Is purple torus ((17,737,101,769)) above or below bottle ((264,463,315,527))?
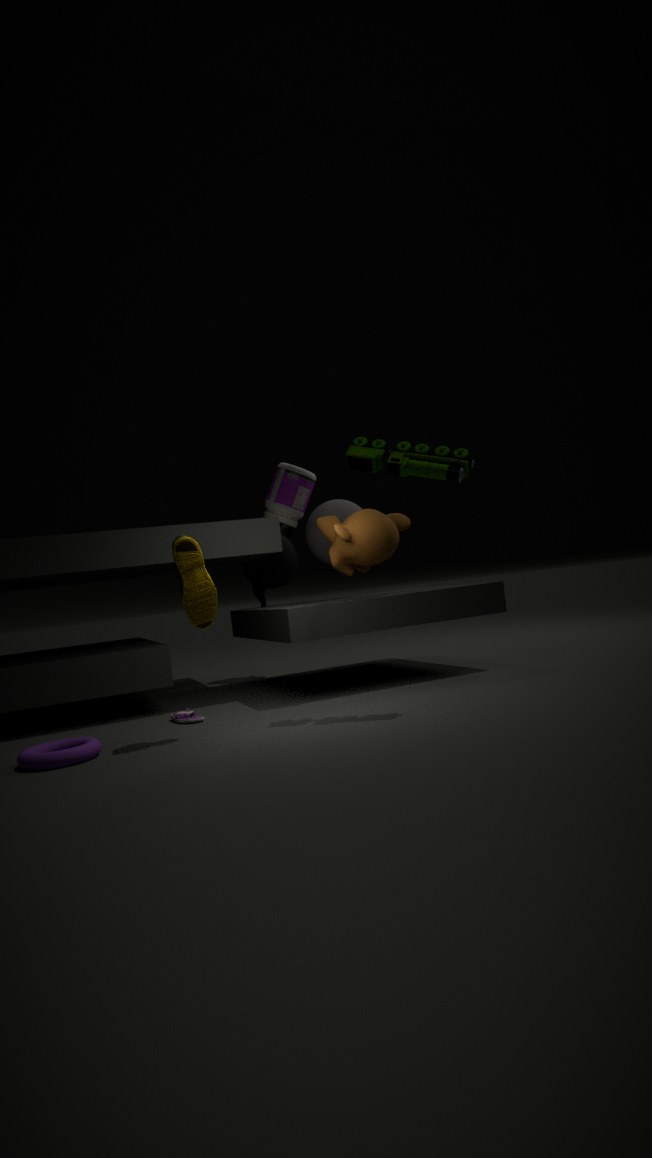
below
